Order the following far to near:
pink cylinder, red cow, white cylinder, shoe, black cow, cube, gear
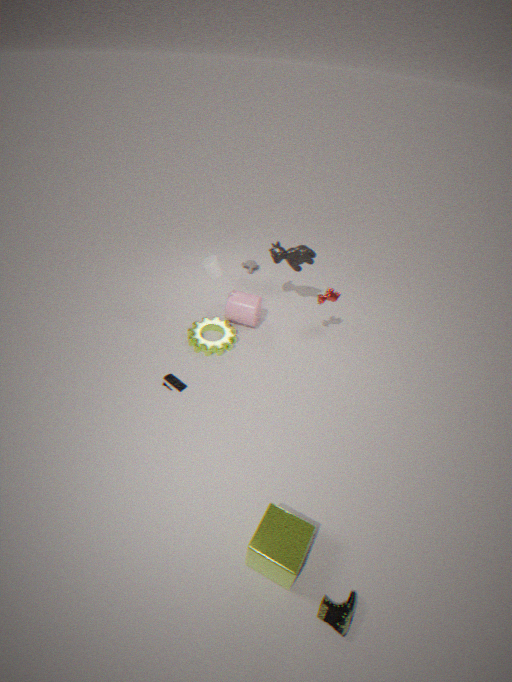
1. pink cylinder
2. black cow
3. gear
4. red cow
5. white cylinder
6. shoe
7. cube
